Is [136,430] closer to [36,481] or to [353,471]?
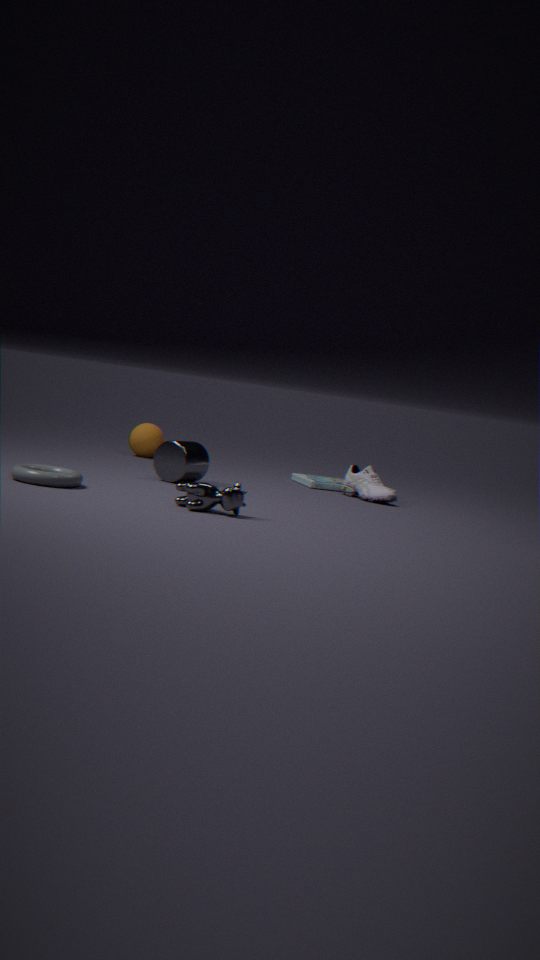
[353,471]
